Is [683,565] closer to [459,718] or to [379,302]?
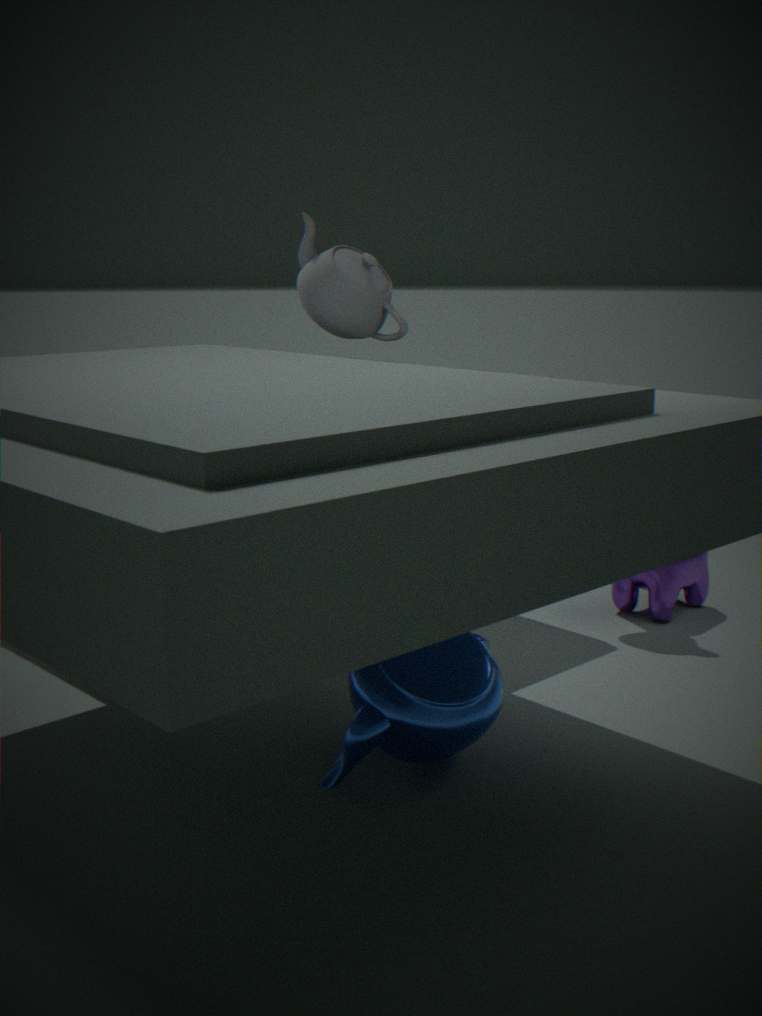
[459,718]
